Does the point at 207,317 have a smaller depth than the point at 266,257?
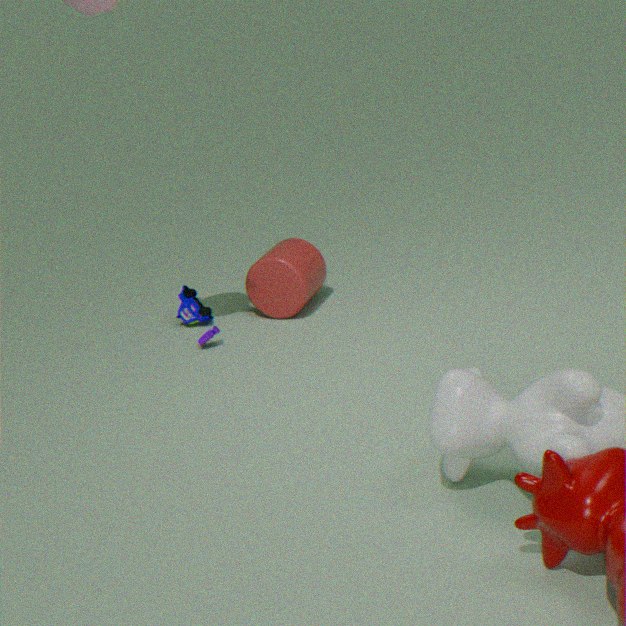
No
